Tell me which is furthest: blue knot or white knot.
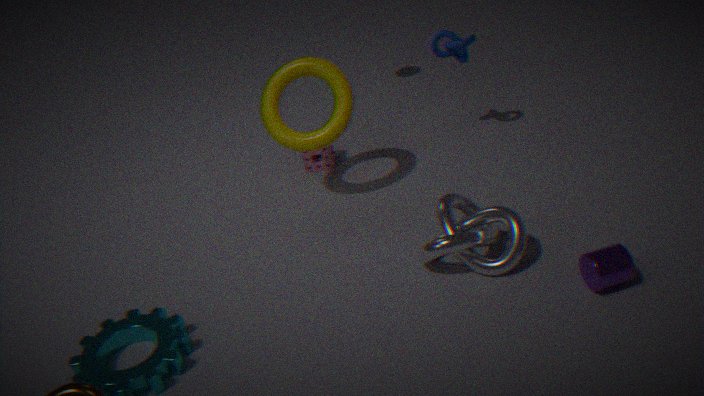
blue knot
